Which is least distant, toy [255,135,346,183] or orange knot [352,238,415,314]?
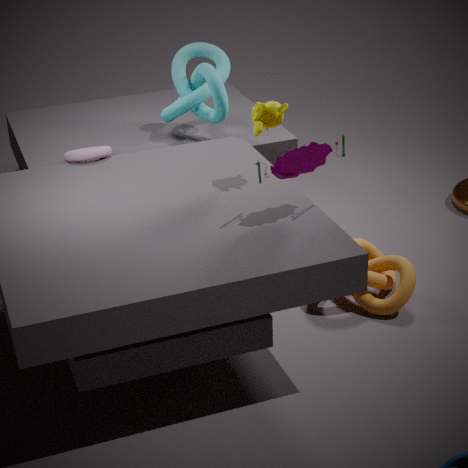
toy [255,135,346,183]
